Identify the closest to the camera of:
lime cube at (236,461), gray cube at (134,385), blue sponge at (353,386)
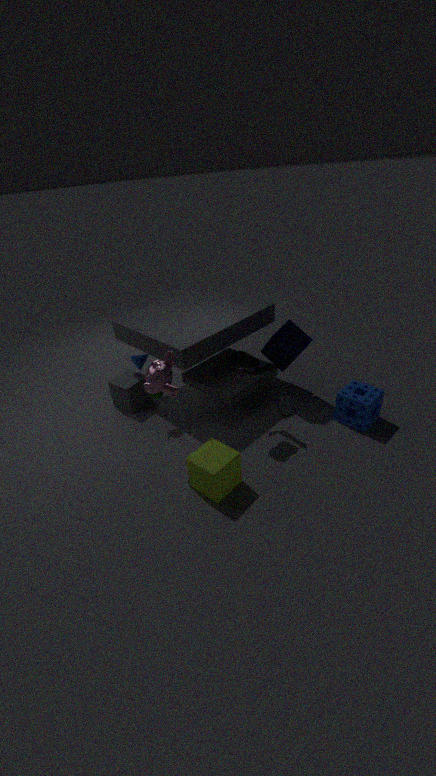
lime cube at (236,461)
